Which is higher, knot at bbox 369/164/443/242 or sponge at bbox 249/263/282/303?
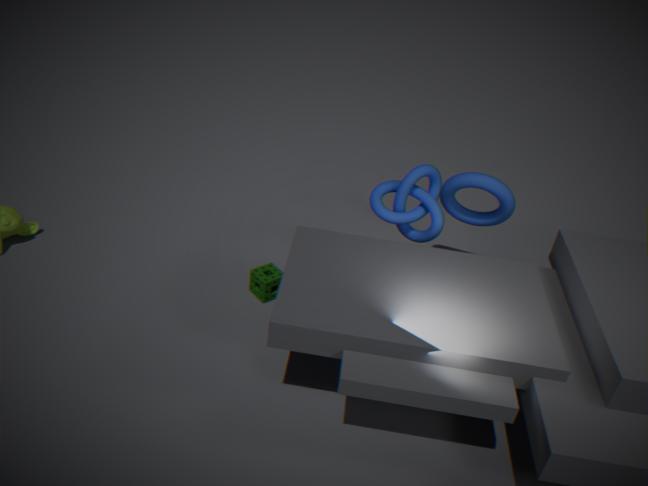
knot at bbox 369/164/443/242
